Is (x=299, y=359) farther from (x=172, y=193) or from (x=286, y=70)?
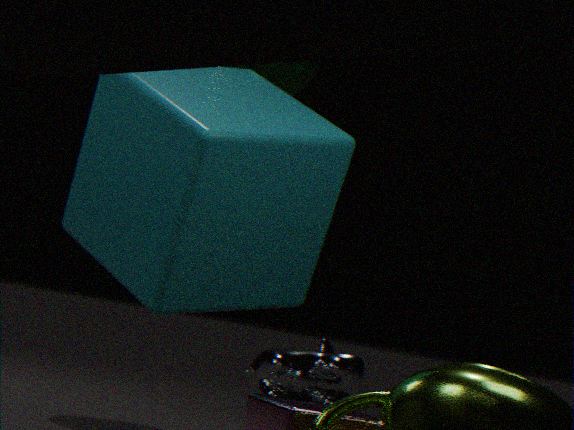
(x=172, y=193)
